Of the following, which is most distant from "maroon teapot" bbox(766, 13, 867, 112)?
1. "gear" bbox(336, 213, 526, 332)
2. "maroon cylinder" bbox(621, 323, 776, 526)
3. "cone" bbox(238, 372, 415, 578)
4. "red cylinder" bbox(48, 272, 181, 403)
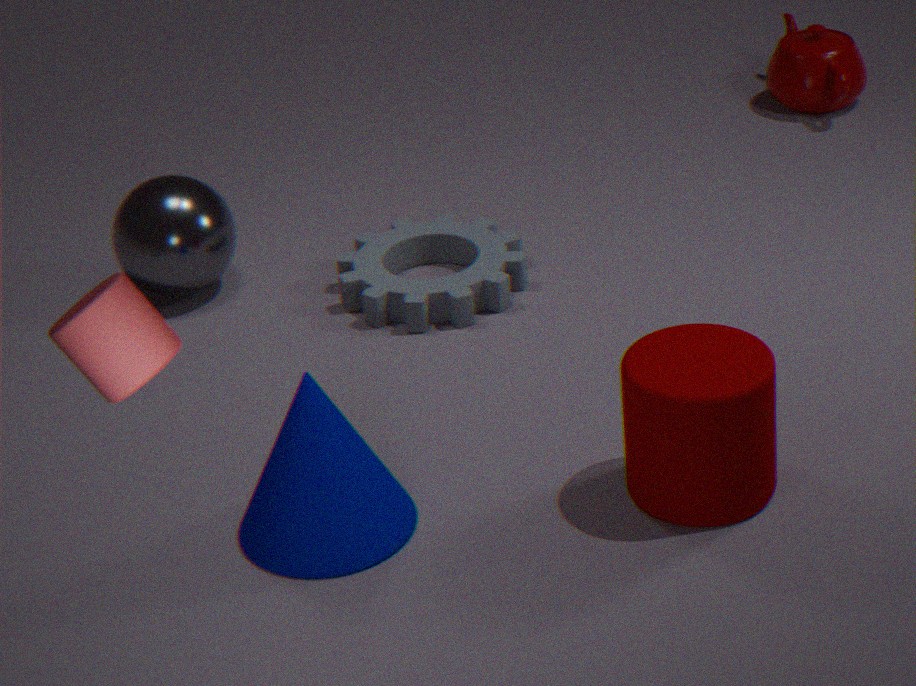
"red cylinder" bbox(48, 272, 181, 403)
